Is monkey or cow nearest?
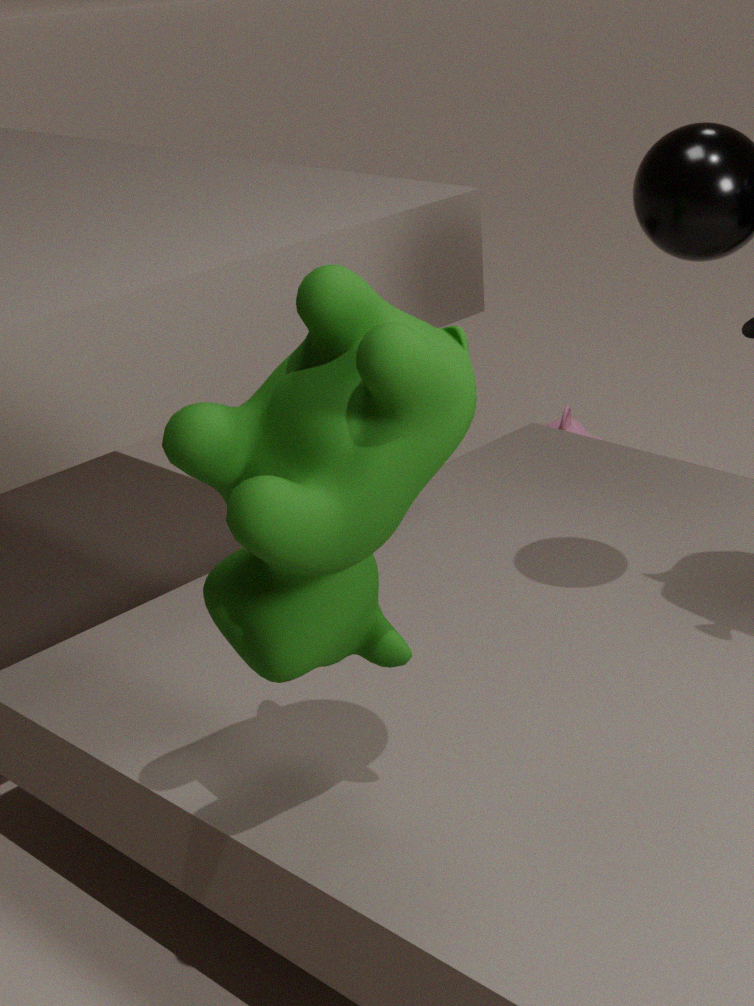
cow
